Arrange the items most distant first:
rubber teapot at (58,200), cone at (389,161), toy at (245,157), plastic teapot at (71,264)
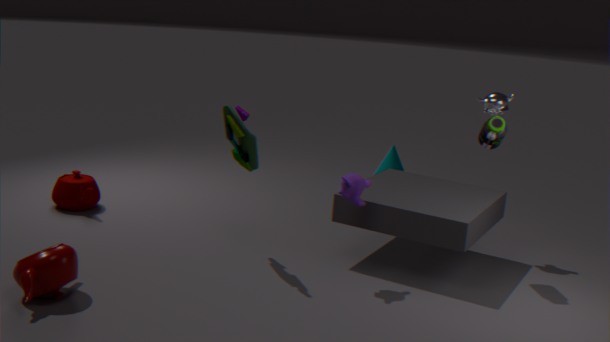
cone at (389,161), rubber teapot at (58,200), toy at (245,157), plastic teapot at (71,264)
